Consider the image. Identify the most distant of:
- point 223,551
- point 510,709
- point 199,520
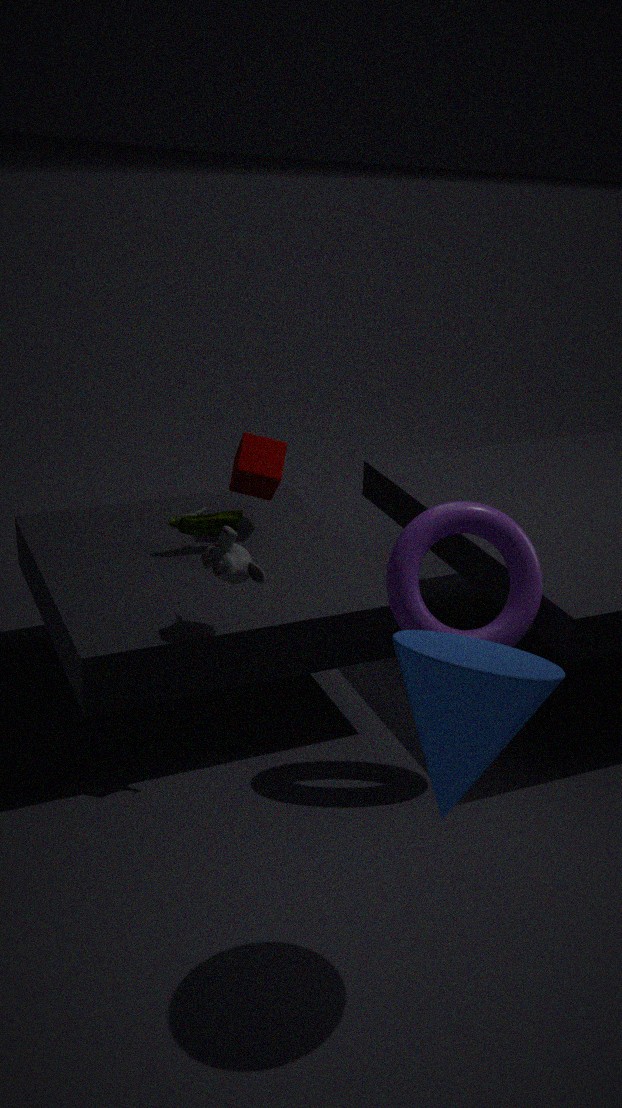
point 199,520
